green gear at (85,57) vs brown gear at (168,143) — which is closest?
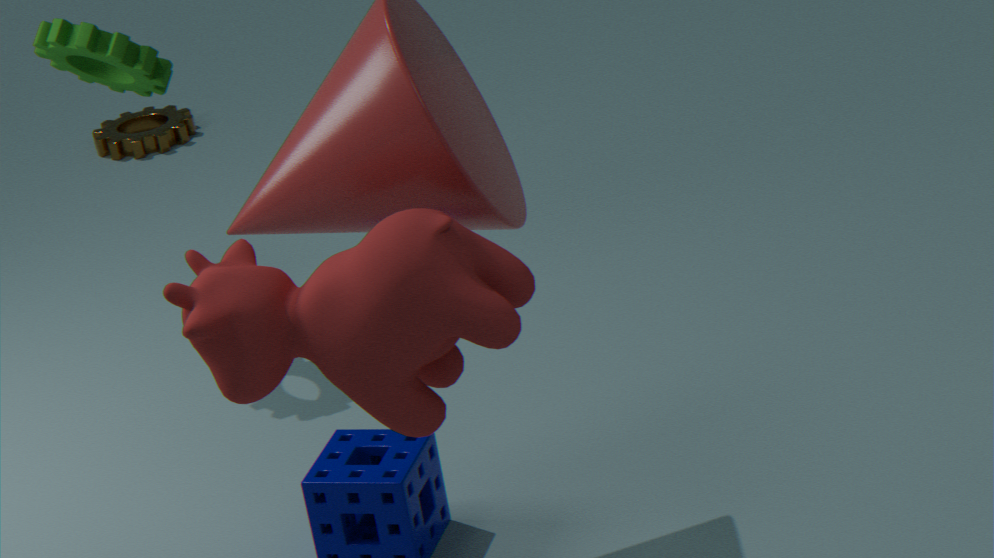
green gear at (85,57)
